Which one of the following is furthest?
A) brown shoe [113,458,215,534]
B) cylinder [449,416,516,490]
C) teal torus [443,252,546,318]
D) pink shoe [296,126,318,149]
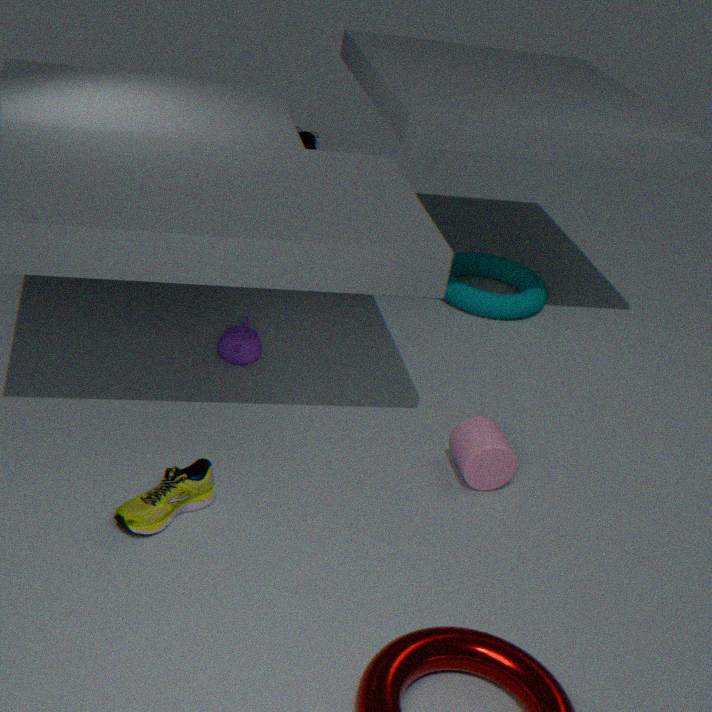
pink shoe [296,126,318,149]
